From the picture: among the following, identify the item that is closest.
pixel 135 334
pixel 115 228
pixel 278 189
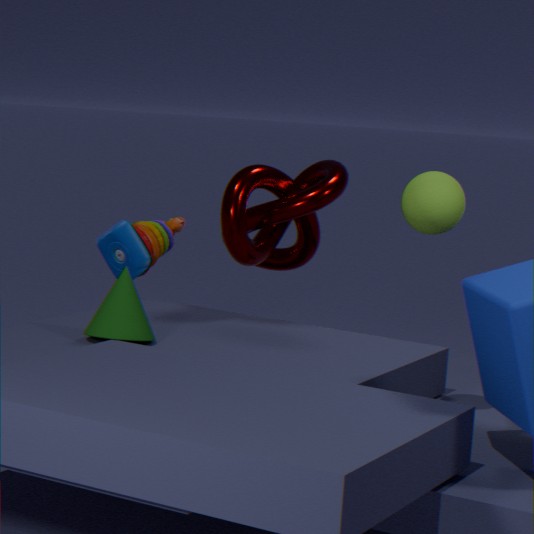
pixel 135 334
